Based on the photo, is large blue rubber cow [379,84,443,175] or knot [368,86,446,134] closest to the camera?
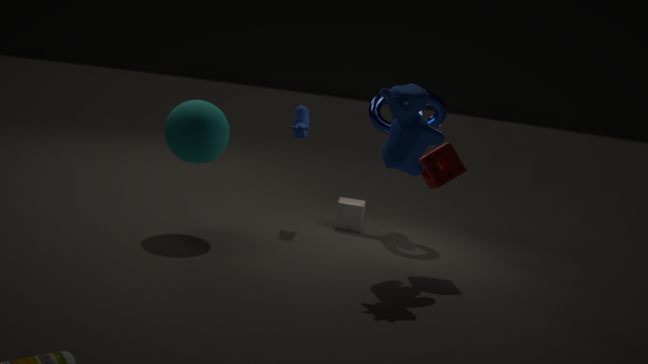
large blue rubber cow [379,84,443,175]
